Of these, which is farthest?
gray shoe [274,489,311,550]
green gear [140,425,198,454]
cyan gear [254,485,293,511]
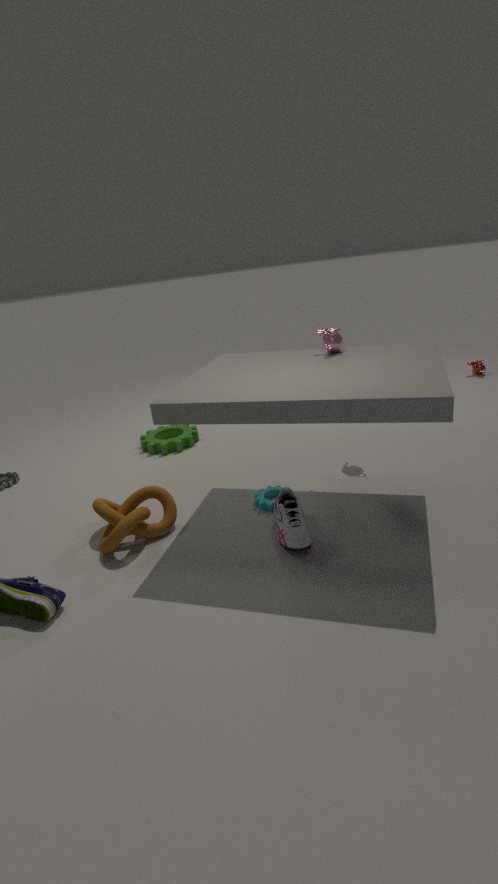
green gear [140,425,198,454]
